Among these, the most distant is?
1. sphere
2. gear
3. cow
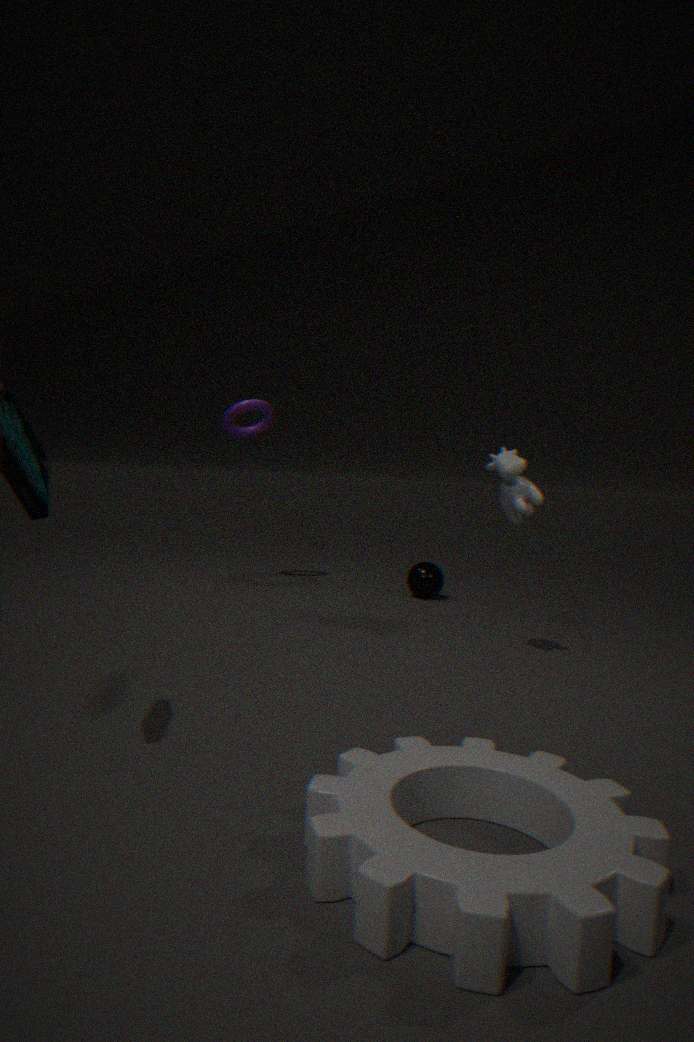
sphere
